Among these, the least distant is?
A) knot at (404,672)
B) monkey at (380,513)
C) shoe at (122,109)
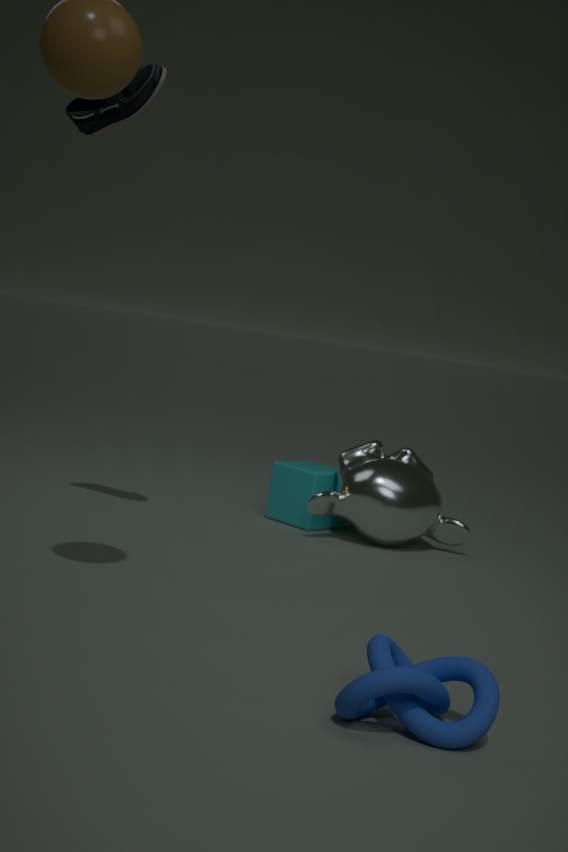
knot at (404,672)
